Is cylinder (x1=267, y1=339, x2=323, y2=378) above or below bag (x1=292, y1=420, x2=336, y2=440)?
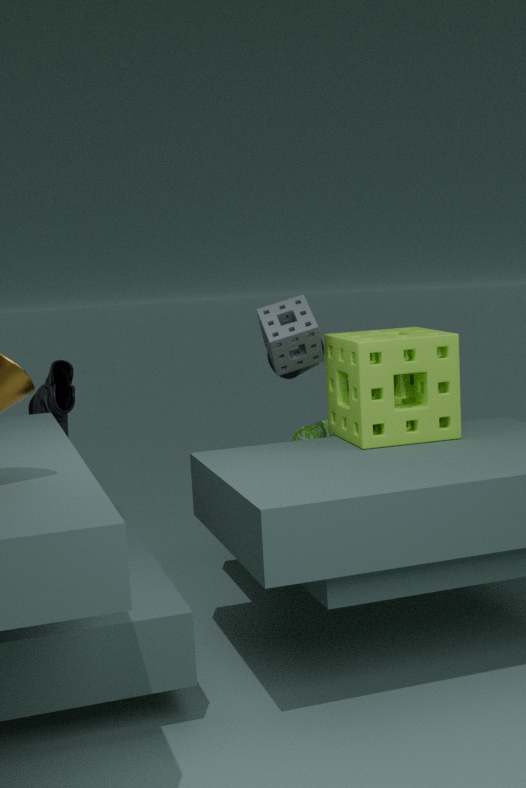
above
